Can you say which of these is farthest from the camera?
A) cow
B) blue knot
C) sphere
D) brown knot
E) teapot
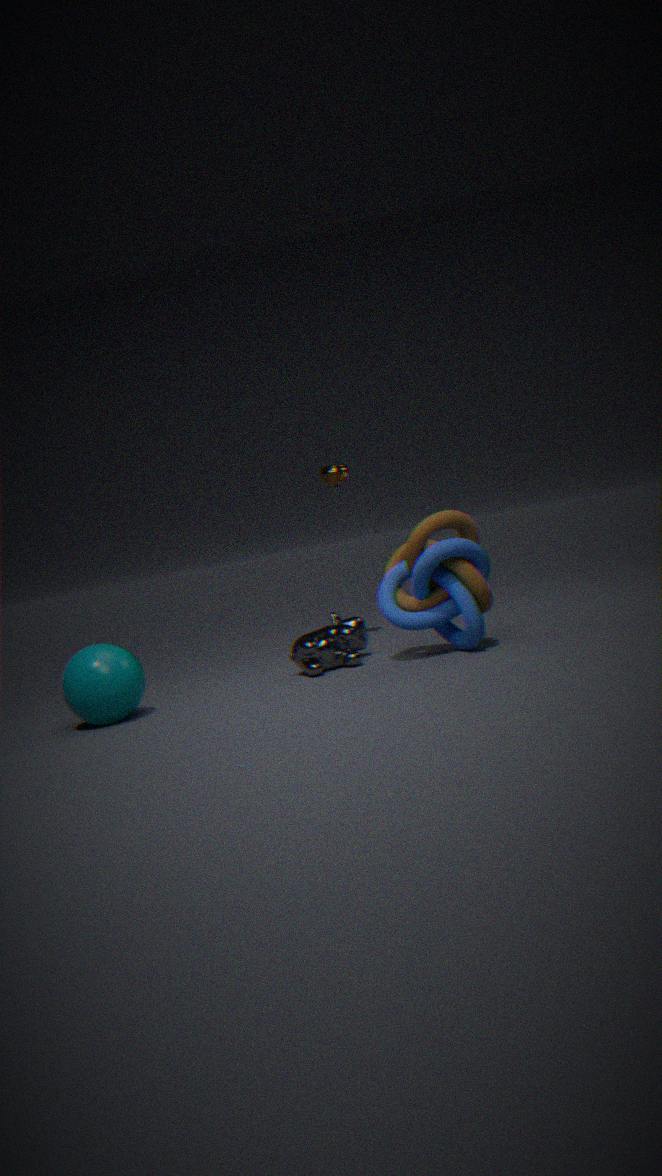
teapot
